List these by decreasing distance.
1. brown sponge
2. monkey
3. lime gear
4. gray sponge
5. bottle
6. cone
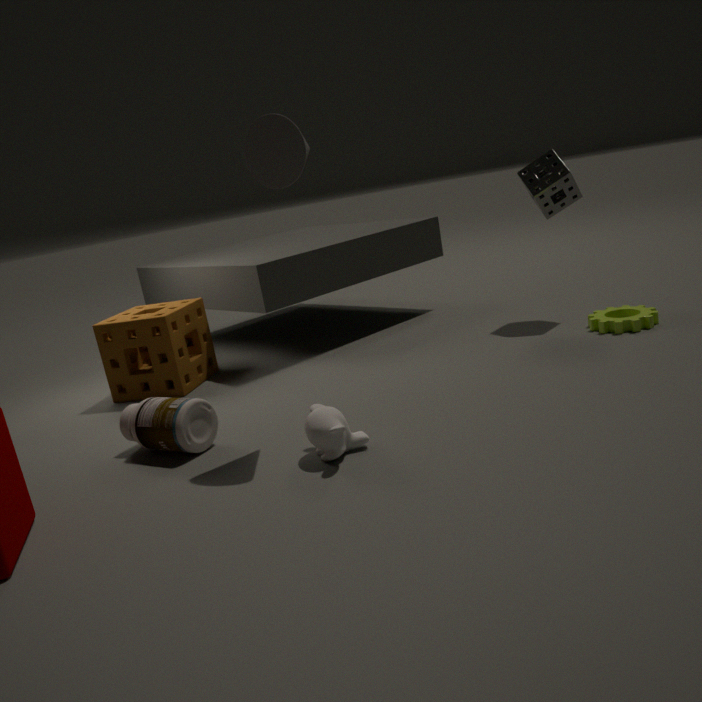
gray sponge
brown sponge
lime gear
bottle
cone
monkey
